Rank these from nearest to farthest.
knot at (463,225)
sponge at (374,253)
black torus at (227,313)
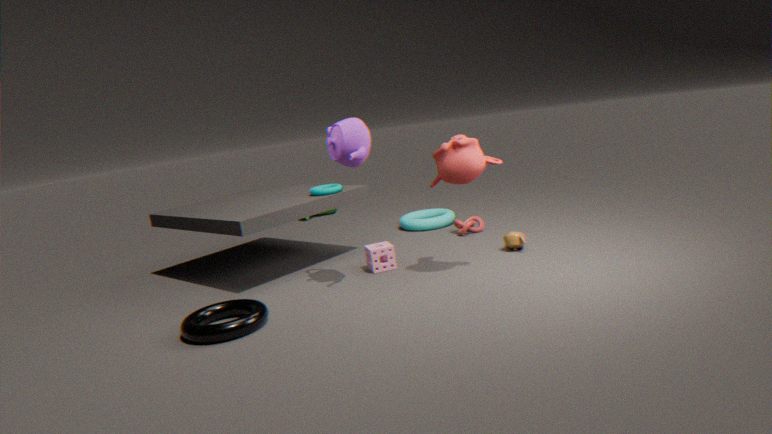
black torus at (227,313) → sponge at (374,253) → knot at (463,225)
